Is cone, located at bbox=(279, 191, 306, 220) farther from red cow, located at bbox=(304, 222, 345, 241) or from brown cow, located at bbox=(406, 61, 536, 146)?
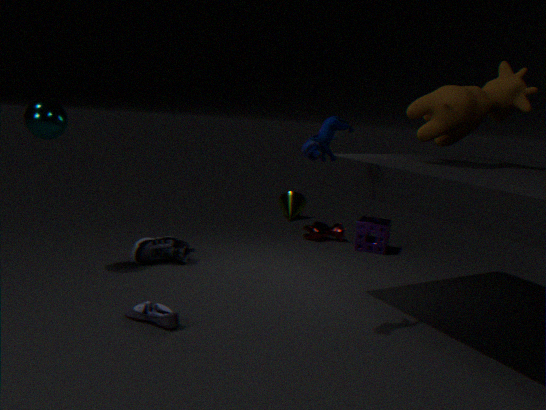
brown cow, located at bbox=(406, 61, 536, 146)
